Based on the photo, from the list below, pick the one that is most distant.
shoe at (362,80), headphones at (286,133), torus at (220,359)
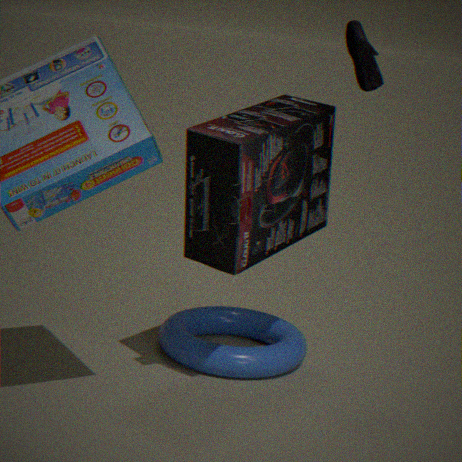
torus at (220,359)
